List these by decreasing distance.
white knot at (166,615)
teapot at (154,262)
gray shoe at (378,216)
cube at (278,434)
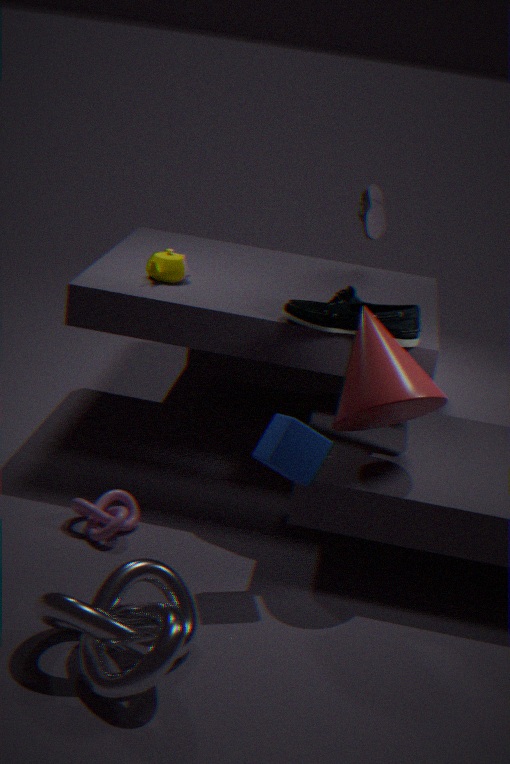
gray shoe at (378,216), teapot at (154,262), cube at (278,434), white knot at (166,615)
